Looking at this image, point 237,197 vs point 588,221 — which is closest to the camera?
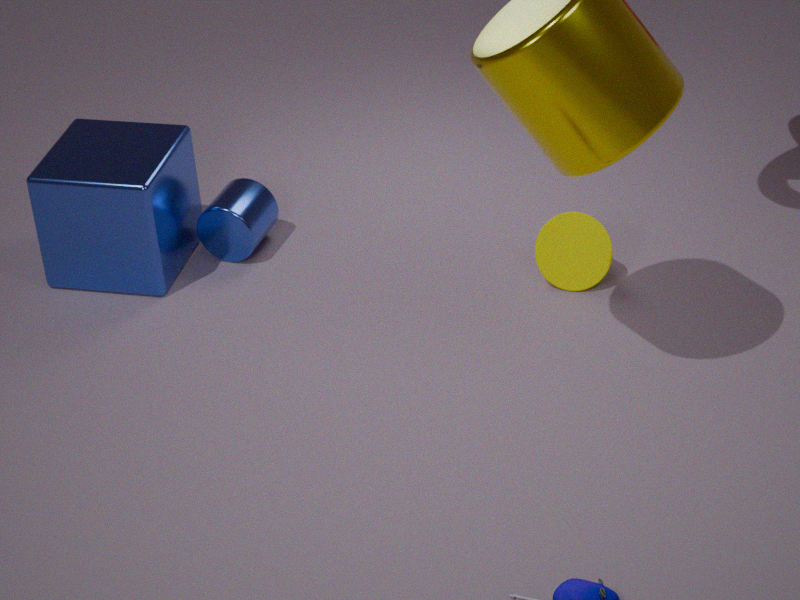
point 588,221
